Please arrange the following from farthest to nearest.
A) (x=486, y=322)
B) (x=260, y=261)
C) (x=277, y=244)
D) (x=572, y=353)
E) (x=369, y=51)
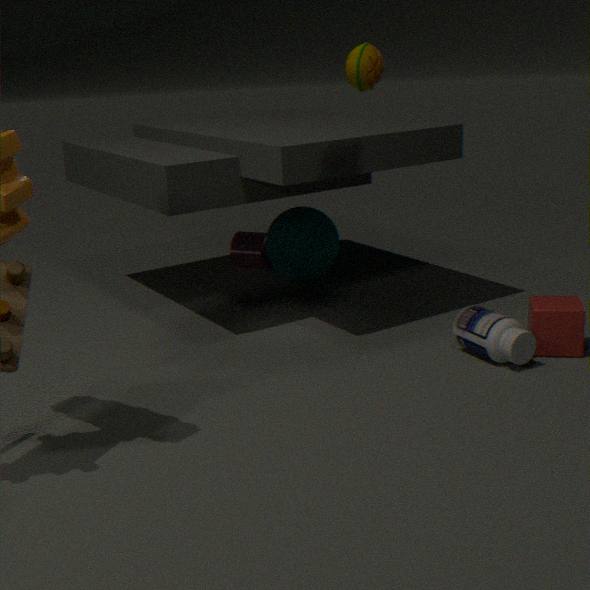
(x=260, y=261), (x=277, y=244), (x=572, y=353), (x=486, y=322), (x=369, y=51)
